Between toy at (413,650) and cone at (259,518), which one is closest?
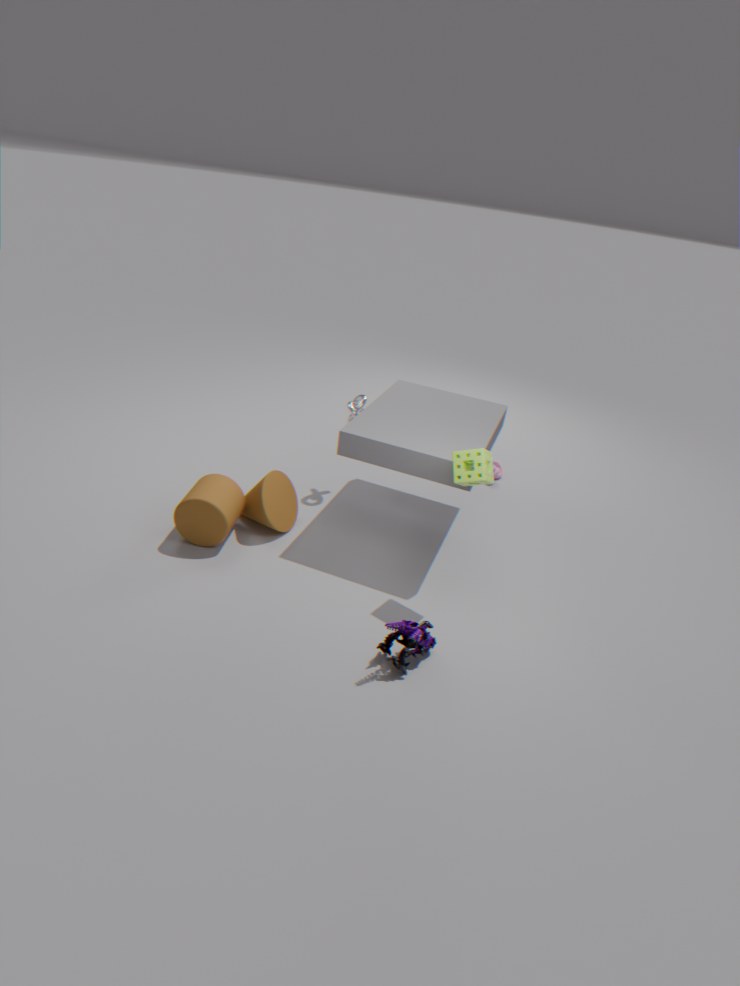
toy at (413,650)
